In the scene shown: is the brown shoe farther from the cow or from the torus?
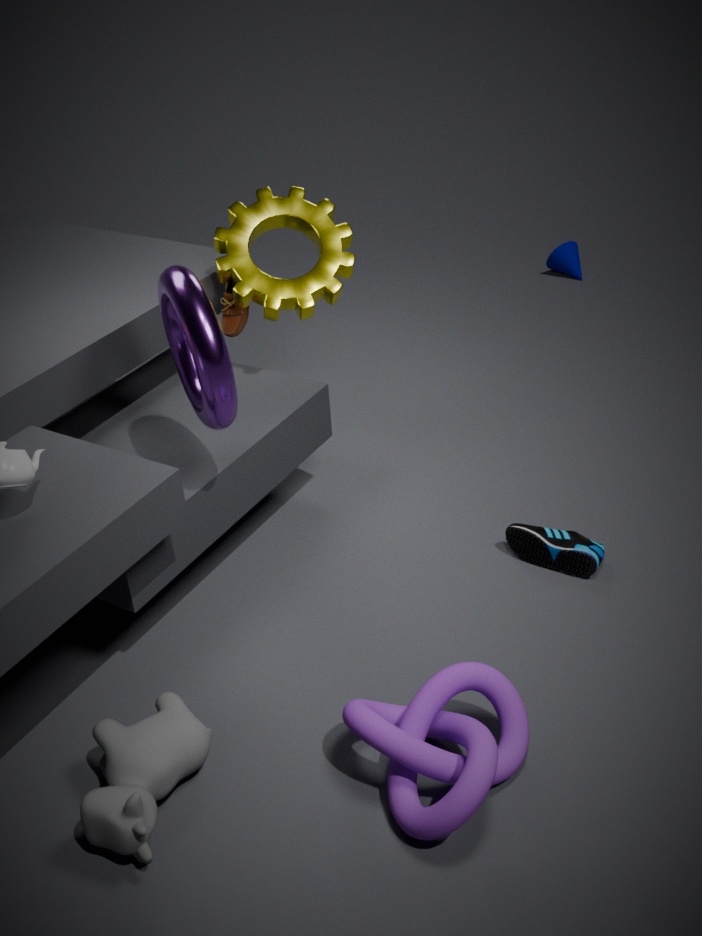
the cow
